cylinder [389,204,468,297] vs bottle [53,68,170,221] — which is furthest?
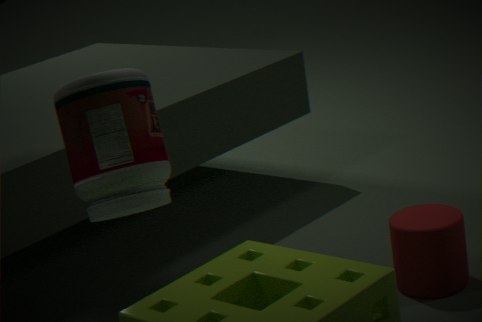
cylinder [389,204,468,297]
